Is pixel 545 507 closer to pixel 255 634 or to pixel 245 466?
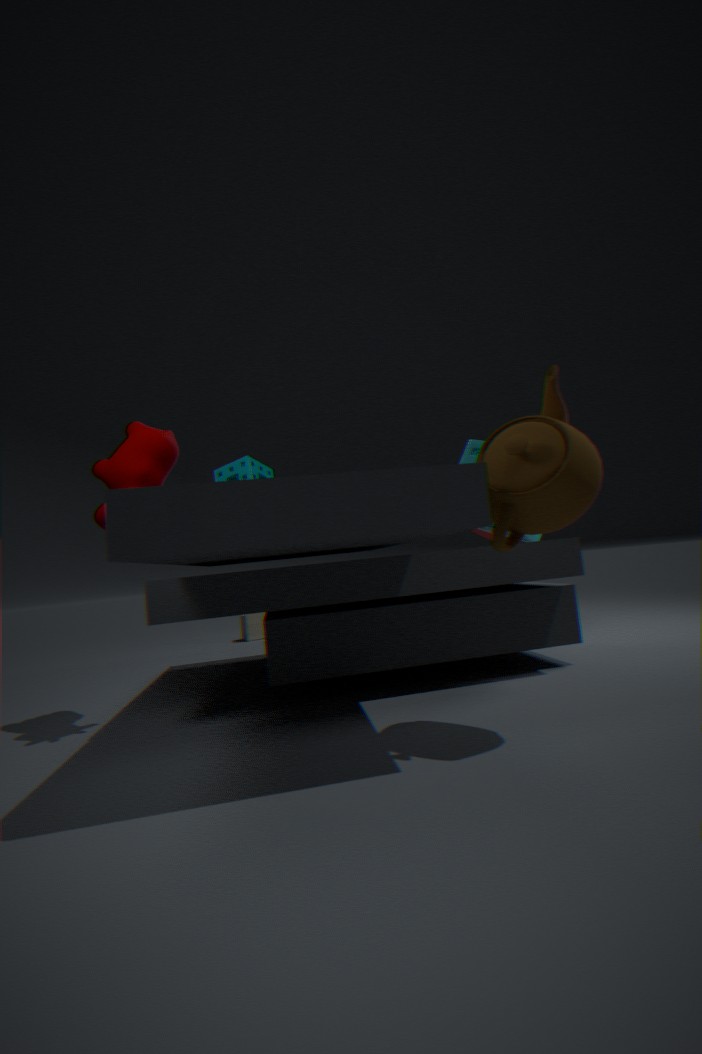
pixel 245 466
